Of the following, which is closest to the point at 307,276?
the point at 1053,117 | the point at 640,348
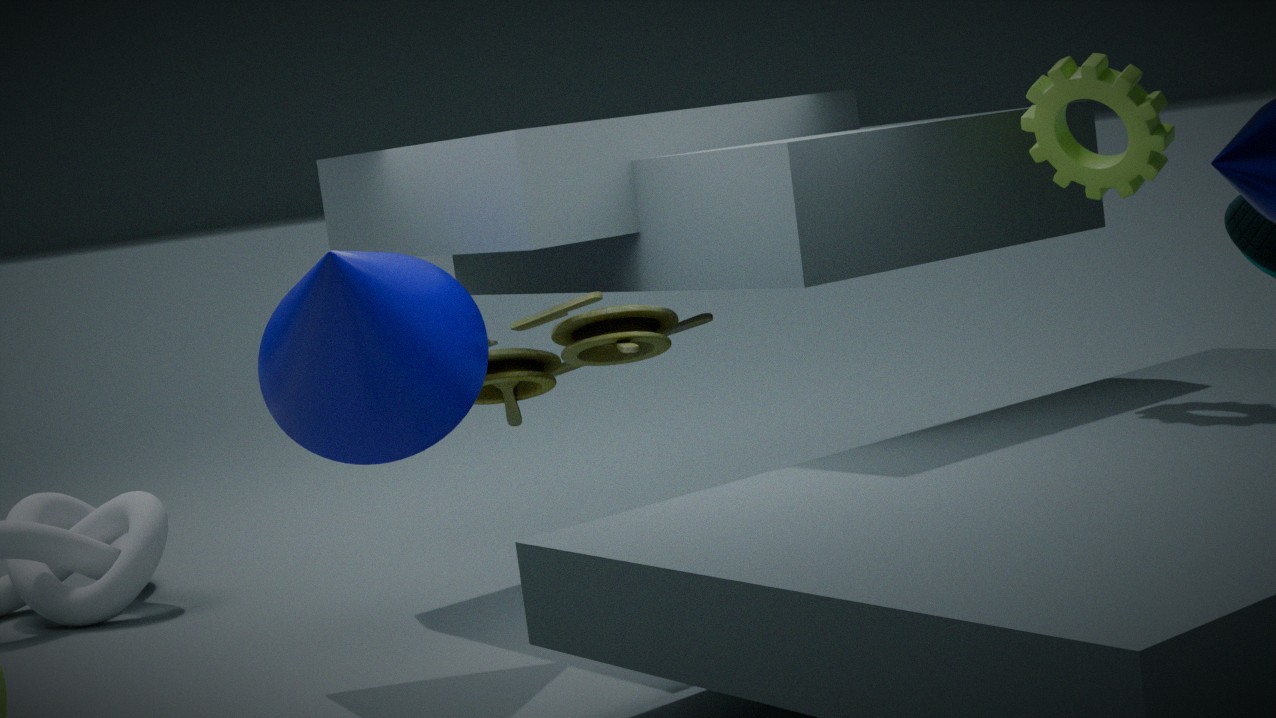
the point at 640,348
